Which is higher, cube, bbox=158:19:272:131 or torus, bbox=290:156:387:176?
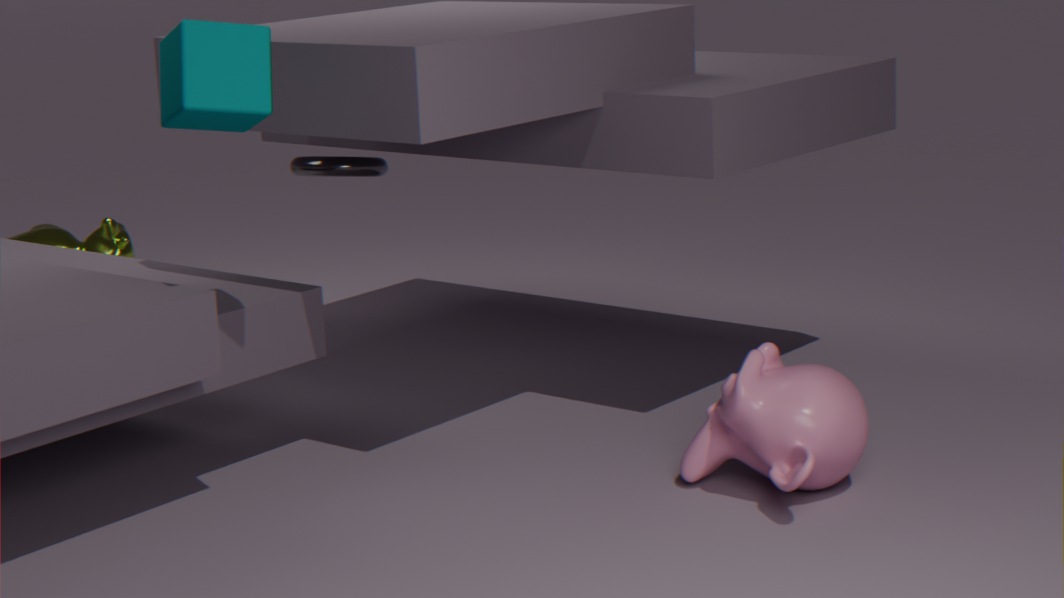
cube, bbox=158:19:272:131
